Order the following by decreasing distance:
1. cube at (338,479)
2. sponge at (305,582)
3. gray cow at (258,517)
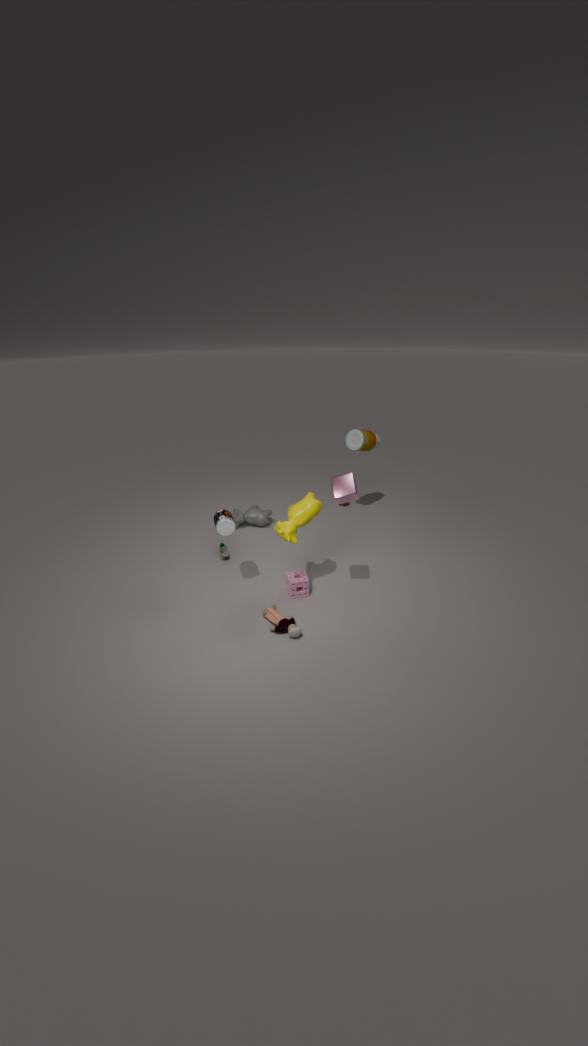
1. gray cow at (258,517)
2. sponge at (305,582)
3. cube at (338,479)
